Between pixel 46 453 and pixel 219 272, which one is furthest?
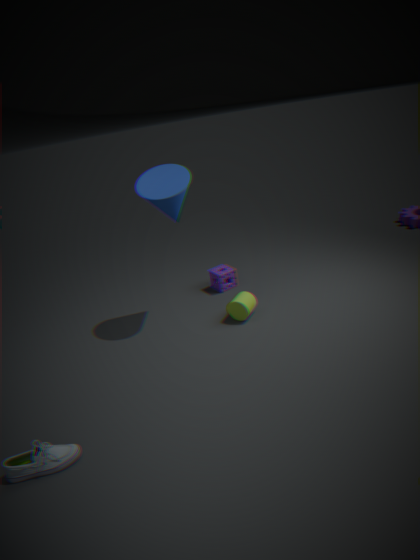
pixel 219 272
